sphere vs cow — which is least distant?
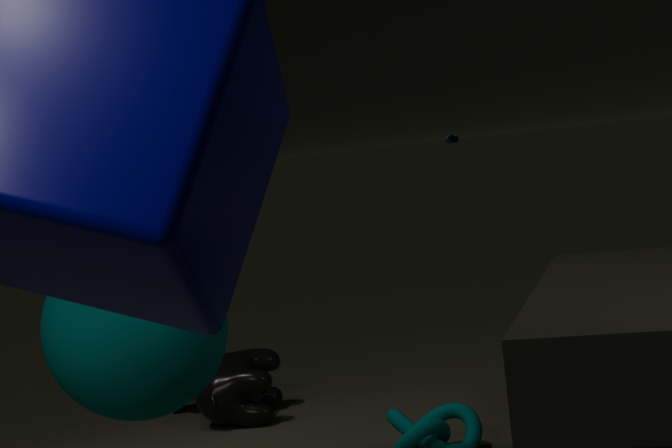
sphere
